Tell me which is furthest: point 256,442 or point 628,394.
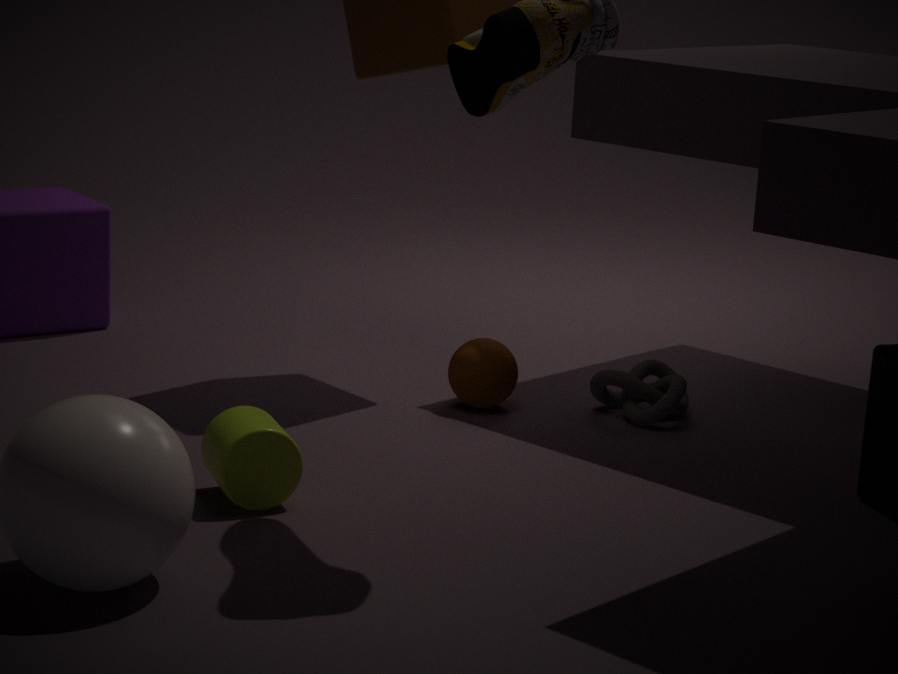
point 628,394
